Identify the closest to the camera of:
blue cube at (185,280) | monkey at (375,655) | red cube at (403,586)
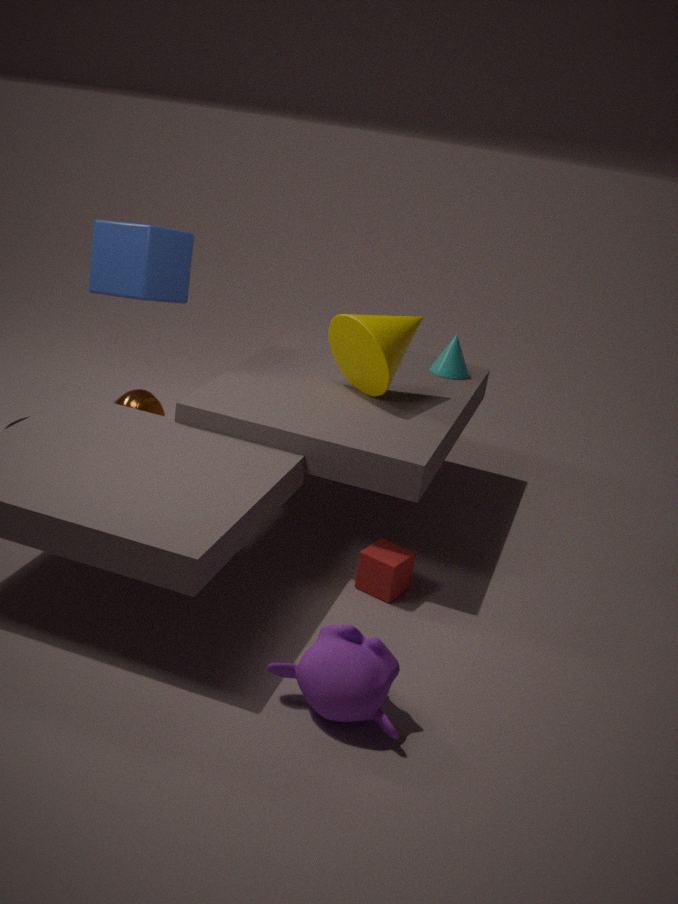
monkey at (375,655)
